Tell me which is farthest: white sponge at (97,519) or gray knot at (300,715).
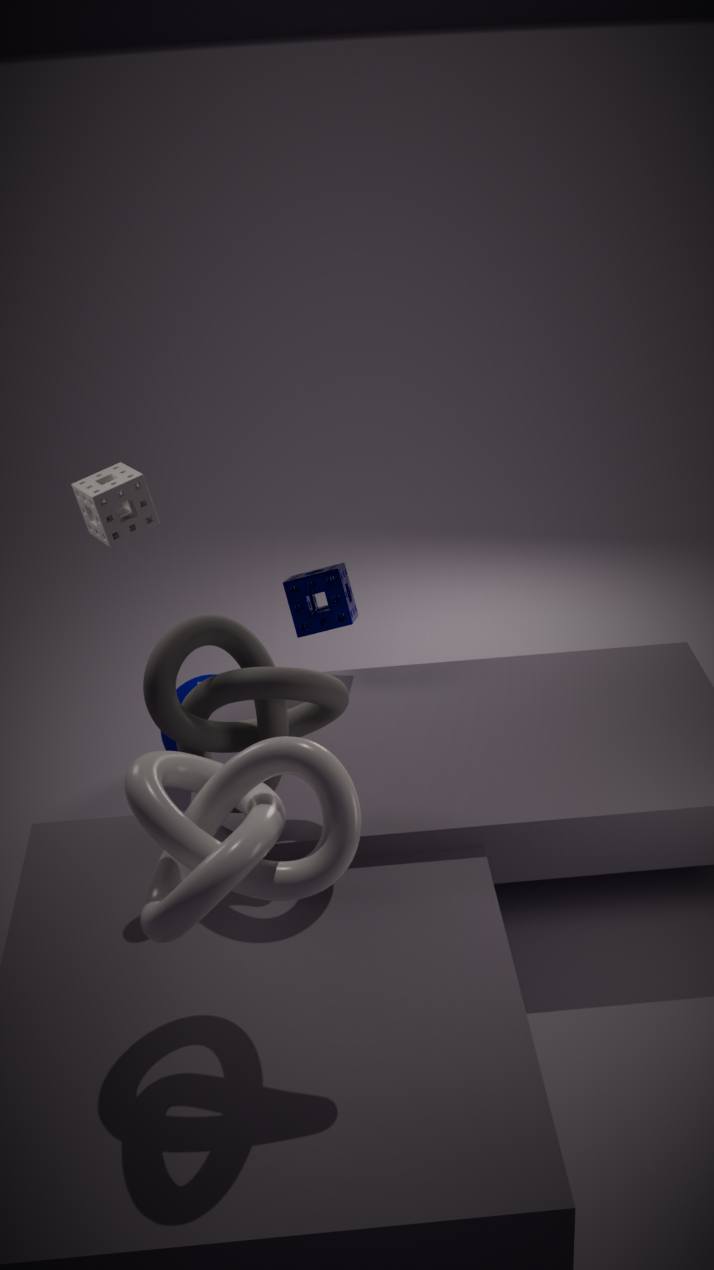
white sponge at (97,519)
